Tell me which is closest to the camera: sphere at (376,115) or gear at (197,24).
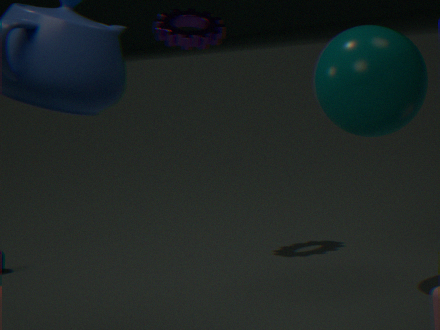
sphere at (376,115)
